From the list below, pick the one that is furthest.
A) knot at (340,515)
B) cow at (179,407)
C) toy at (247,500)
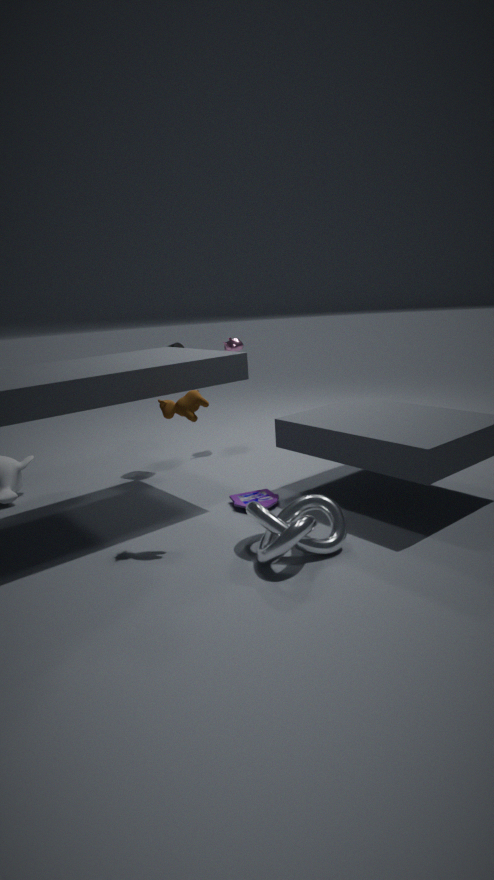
toy at (247,500)
